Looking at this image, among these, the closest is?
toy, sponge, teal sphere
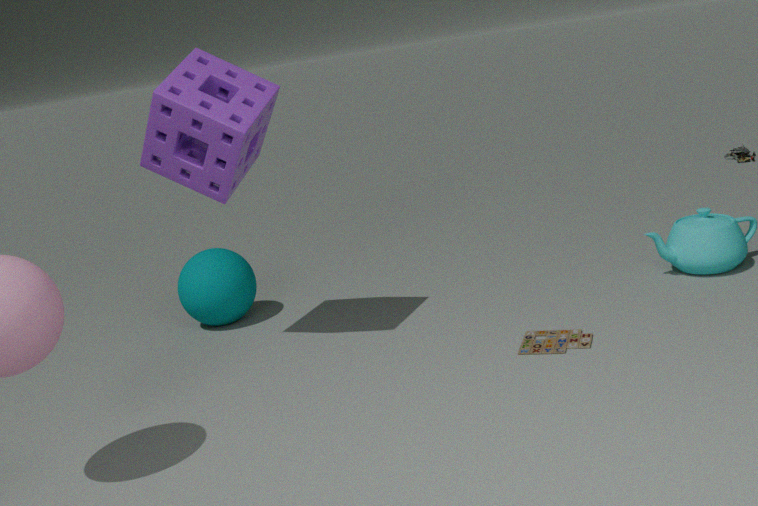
sponge
